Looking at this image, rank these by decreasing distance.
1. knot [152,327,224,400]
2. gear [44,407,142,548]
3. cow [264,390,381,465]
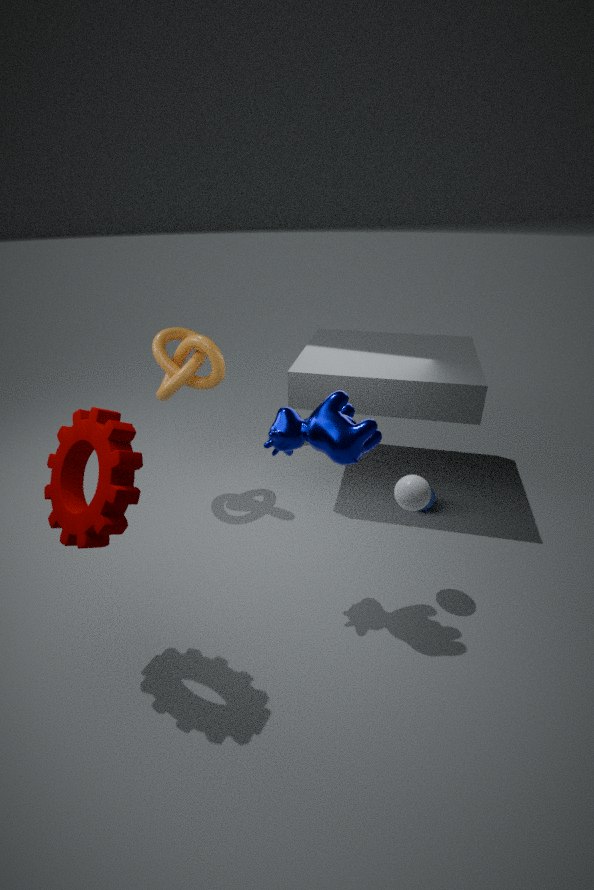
knot [152,327,224,400] < cow [264,390,381,465] < gear [44,407,142,548]
